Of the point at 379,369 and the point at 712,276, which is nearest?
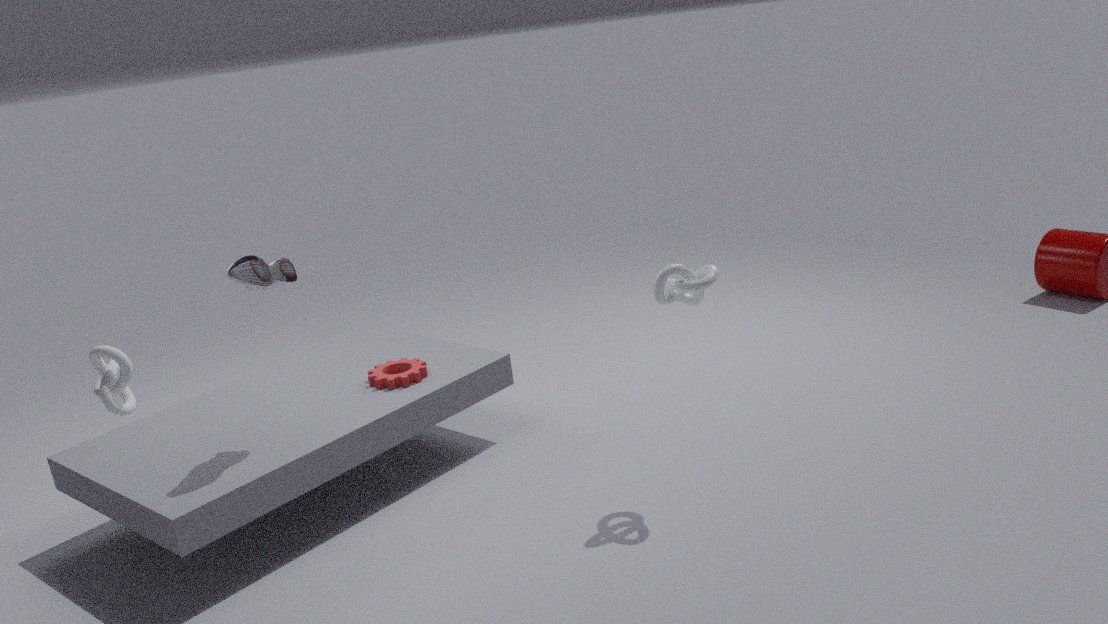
the point at 712,276
